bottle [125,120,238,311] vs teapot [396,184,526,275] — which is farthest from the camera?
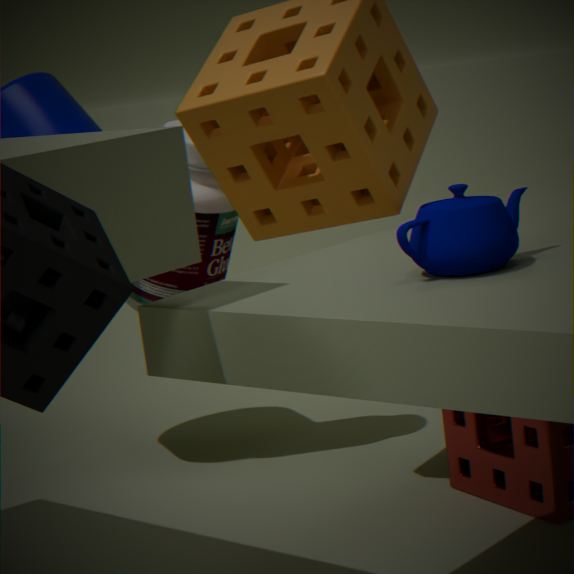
bottle [125,120,238,311]
